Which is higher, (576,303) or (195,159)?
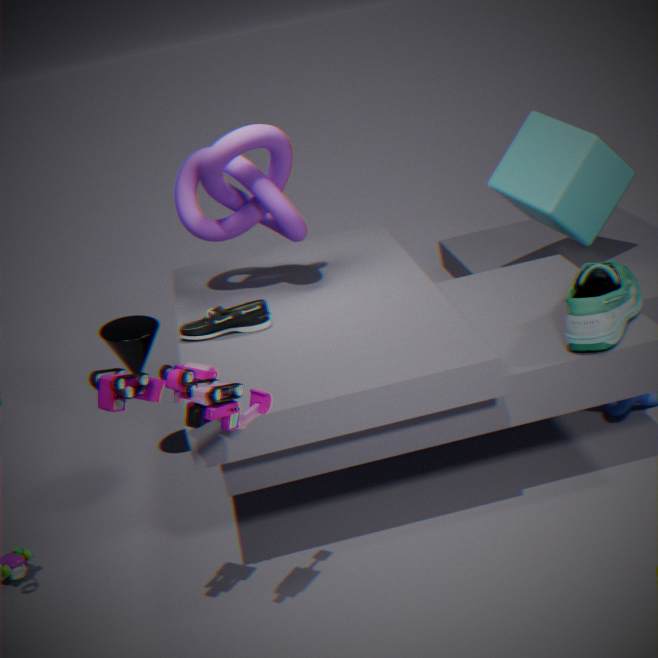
(195,159)
